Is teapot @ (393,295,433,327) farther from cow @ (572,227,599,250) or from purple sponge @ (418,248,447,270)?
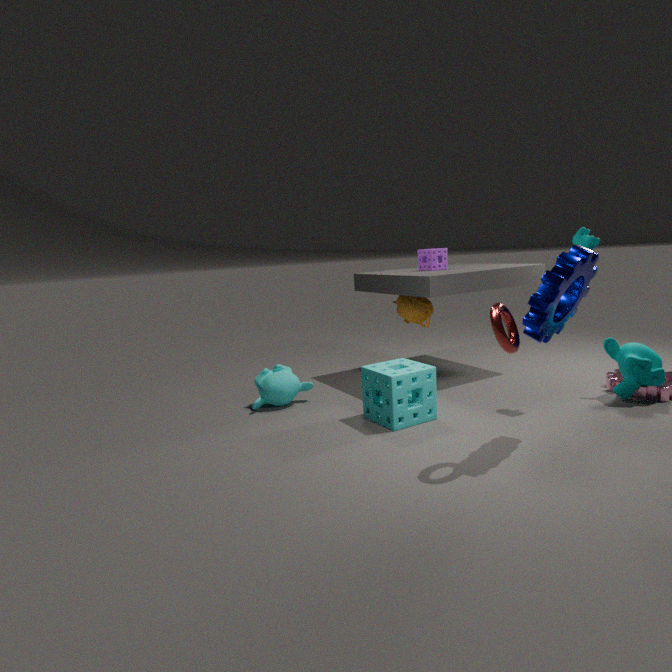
cow @ (572,227,599,250)
